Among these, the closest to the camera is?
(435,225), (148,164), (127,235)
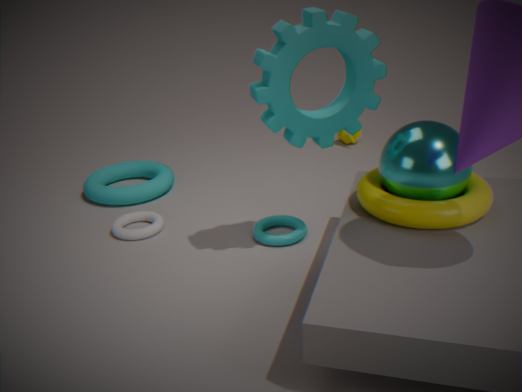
(435,225)
